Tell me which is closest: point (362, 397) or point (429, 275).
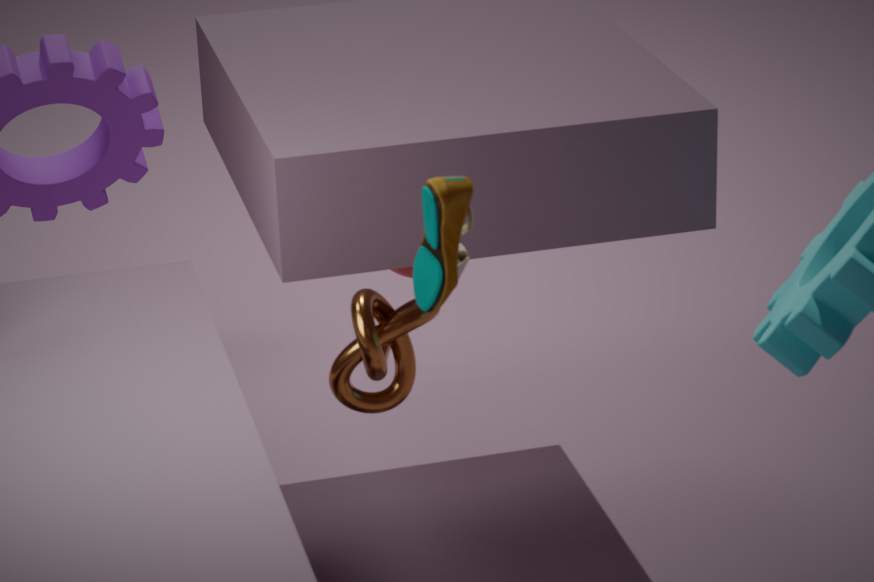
point (429, 275)
